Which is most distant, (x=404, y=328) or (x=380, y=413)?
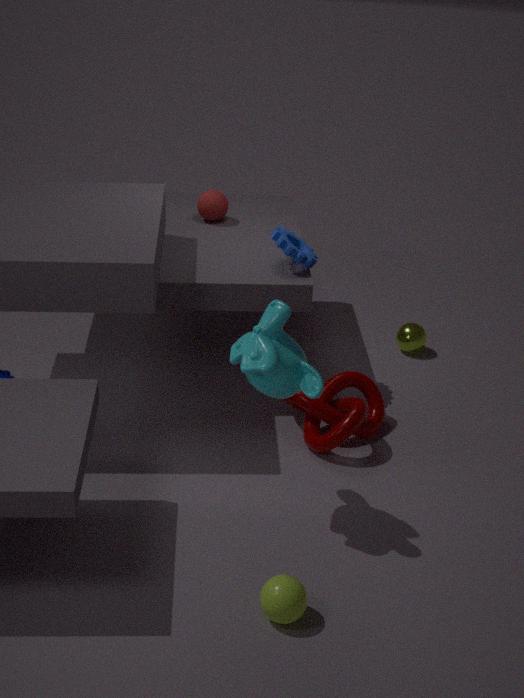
(x=404, y=328)
